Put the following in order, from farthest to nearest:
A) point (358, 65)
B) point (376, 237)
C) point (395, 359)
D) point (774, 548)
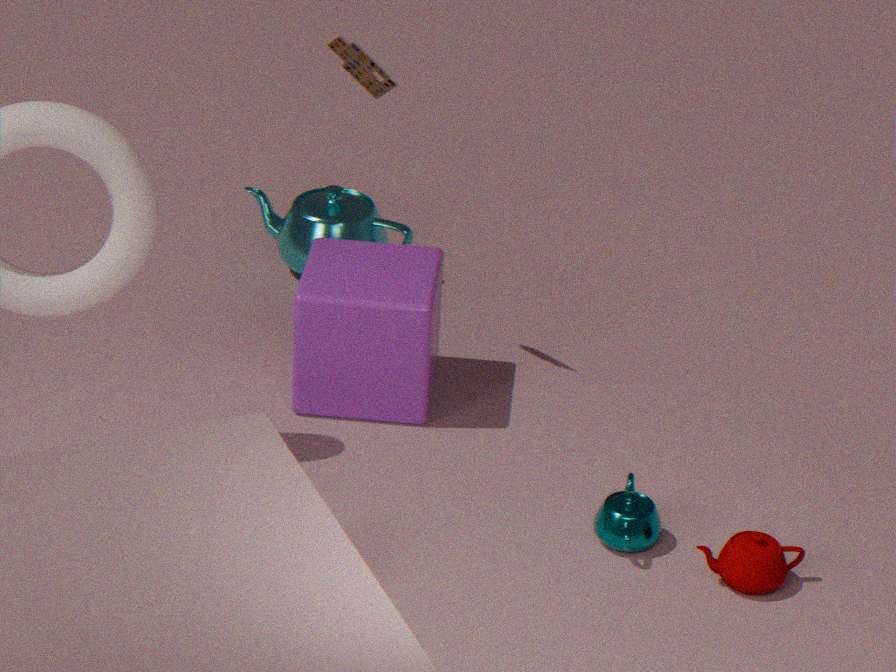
1. point (376, 237)
2. point (395, 359)
3. point (358, 65)
4. point (774, 548)
